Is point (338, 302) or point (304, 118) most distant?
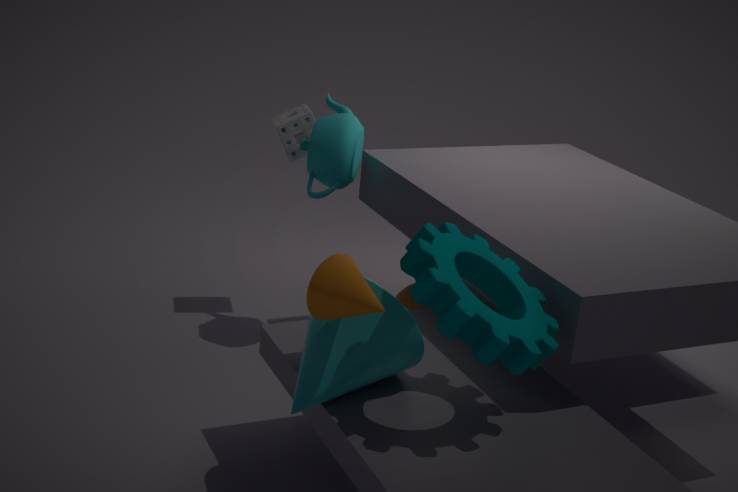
point (304, 118)
